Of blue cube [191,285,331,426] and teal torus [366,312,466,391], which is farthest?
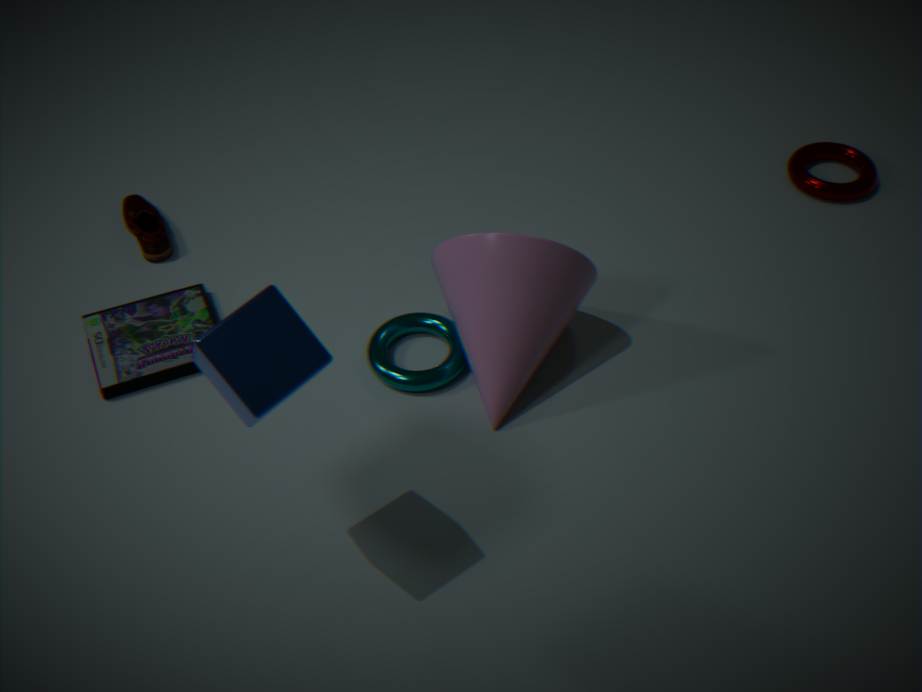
teal torus [366,312,466,391]
